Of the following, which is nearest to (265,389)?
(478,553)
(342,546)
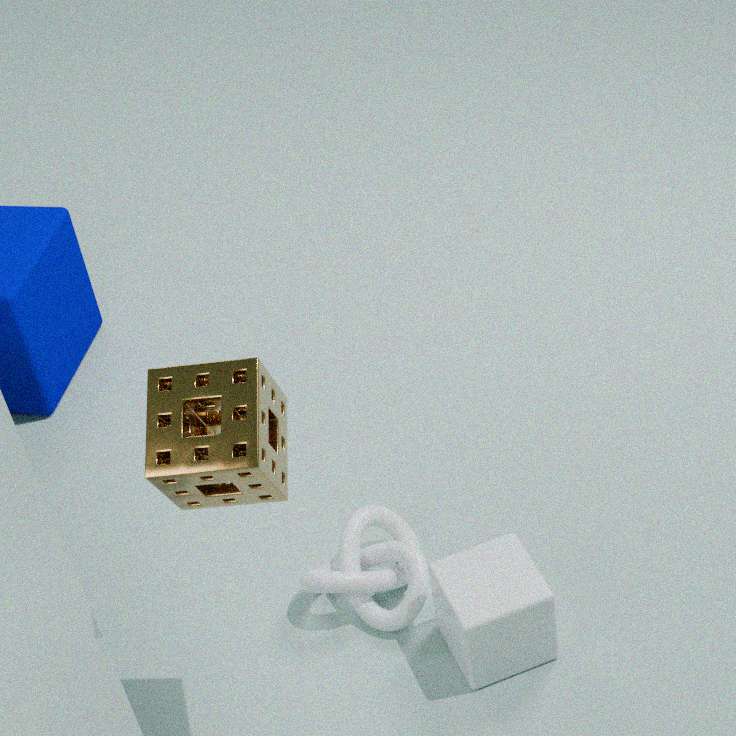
(342,546)
